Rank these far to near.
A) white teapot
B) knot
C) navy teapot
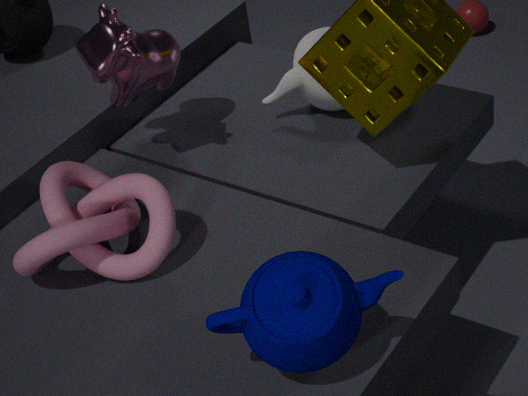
1. white teapot
2. knot
3. navy teapot
